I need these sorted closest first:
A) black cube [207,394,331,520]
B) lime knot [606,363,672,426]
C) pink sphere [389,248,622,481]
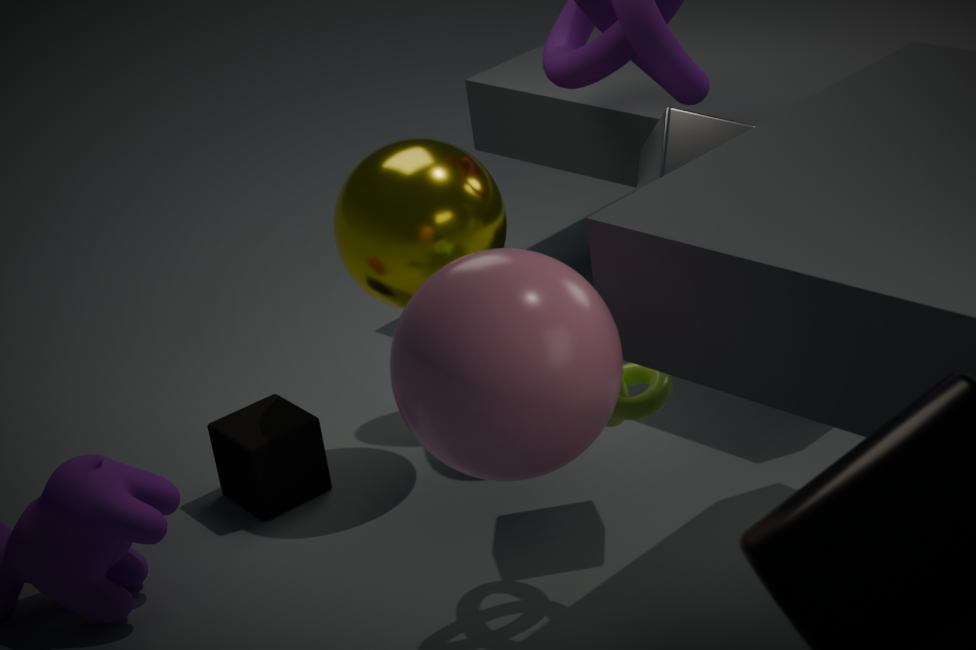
pink sphere [389,248,622,481] < lime knot [606,363,672,426] < black cube [207,394,331,520]
